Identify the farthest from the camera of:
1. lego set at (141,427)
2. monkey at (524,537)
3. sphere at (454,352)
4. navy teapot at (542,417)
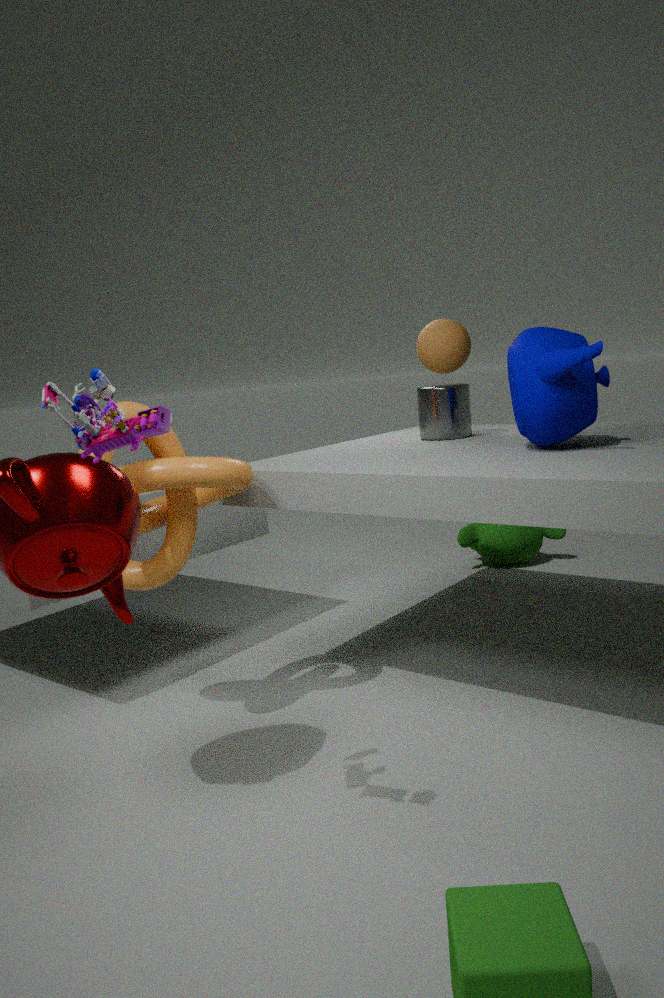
monkey at (524,537)
